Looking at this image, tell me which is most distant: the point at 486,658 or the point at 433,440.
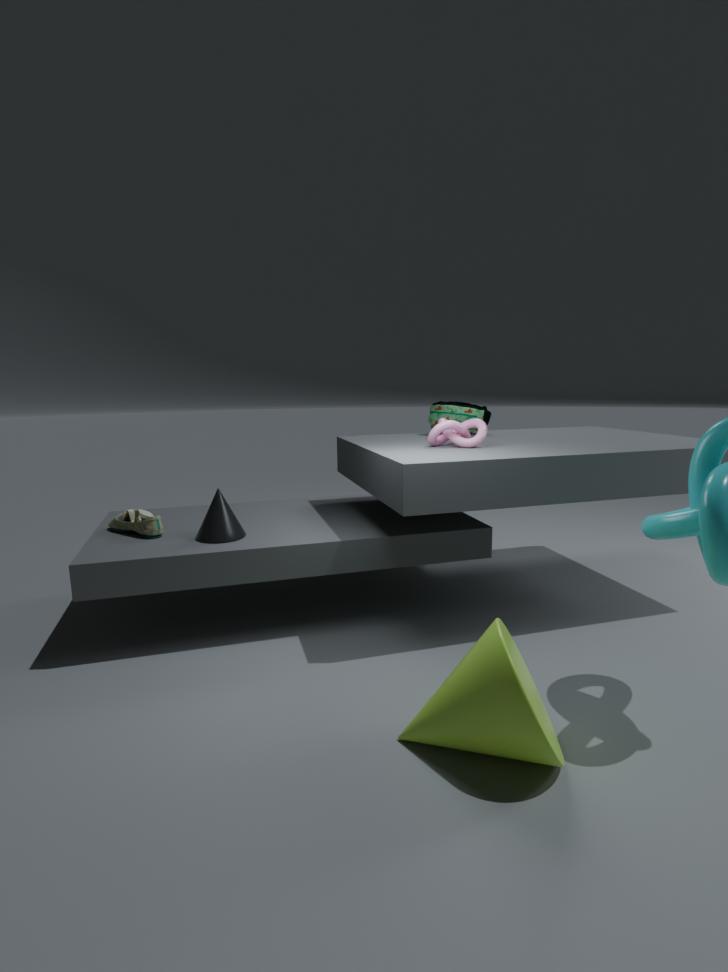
the point at 433,440
